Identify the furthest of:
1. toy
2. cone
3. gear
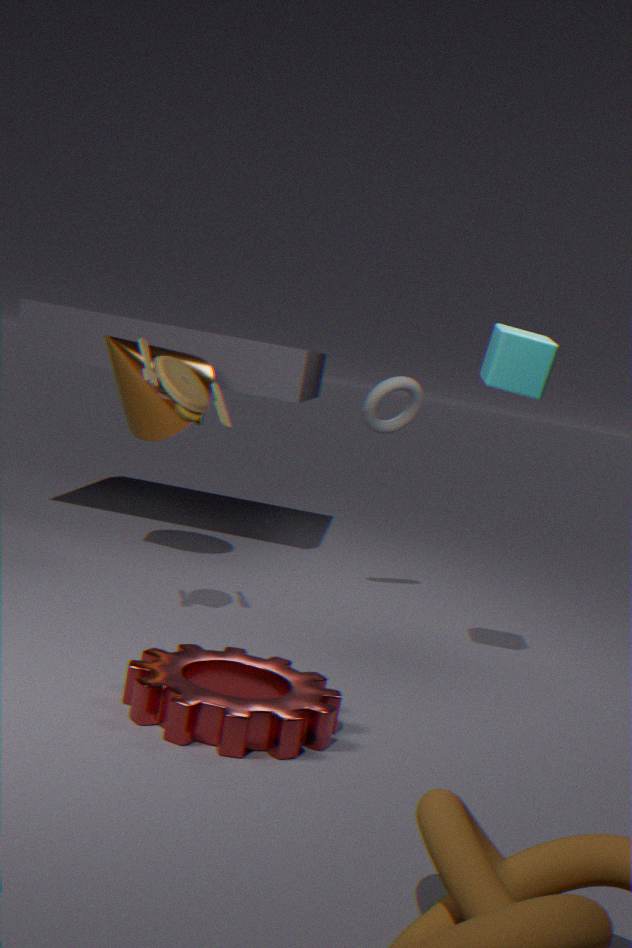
cone
